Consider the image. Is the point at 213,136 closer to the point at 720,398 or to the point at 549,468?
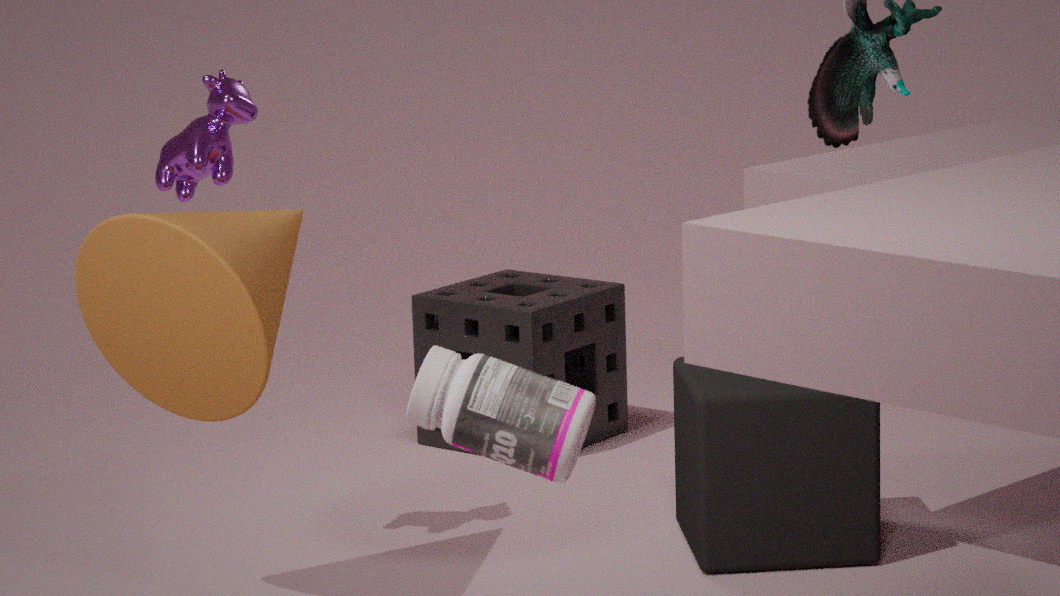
the point at 549,468
